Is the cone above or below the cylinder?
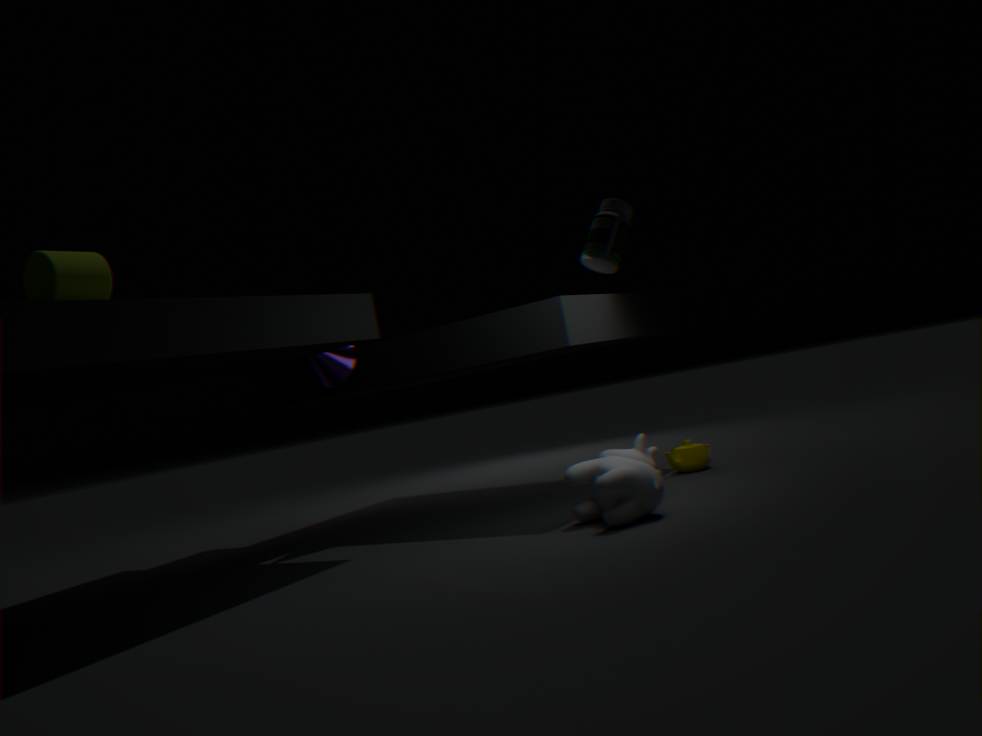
below
